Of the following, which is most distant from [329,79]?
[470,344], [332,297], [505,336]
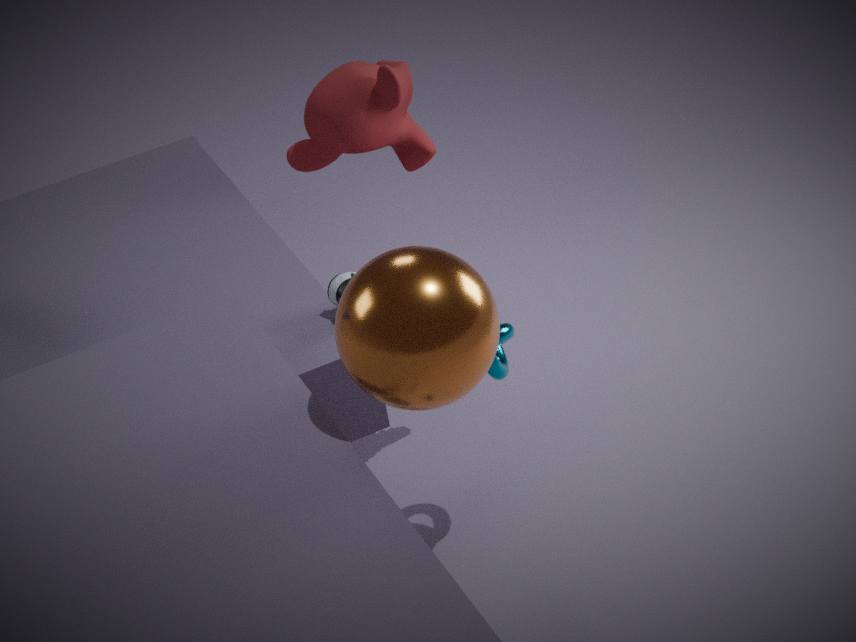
[470,344]
